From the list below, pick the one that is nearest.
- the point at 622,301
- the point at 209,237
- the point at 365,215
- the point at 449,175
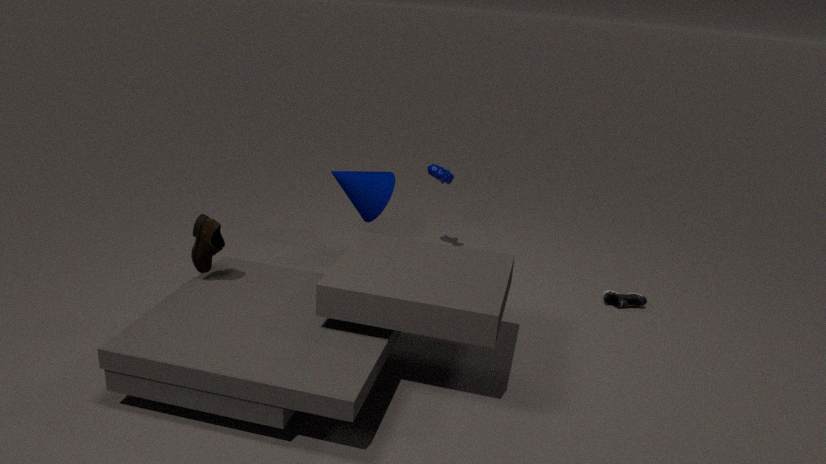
the point at 209,237
